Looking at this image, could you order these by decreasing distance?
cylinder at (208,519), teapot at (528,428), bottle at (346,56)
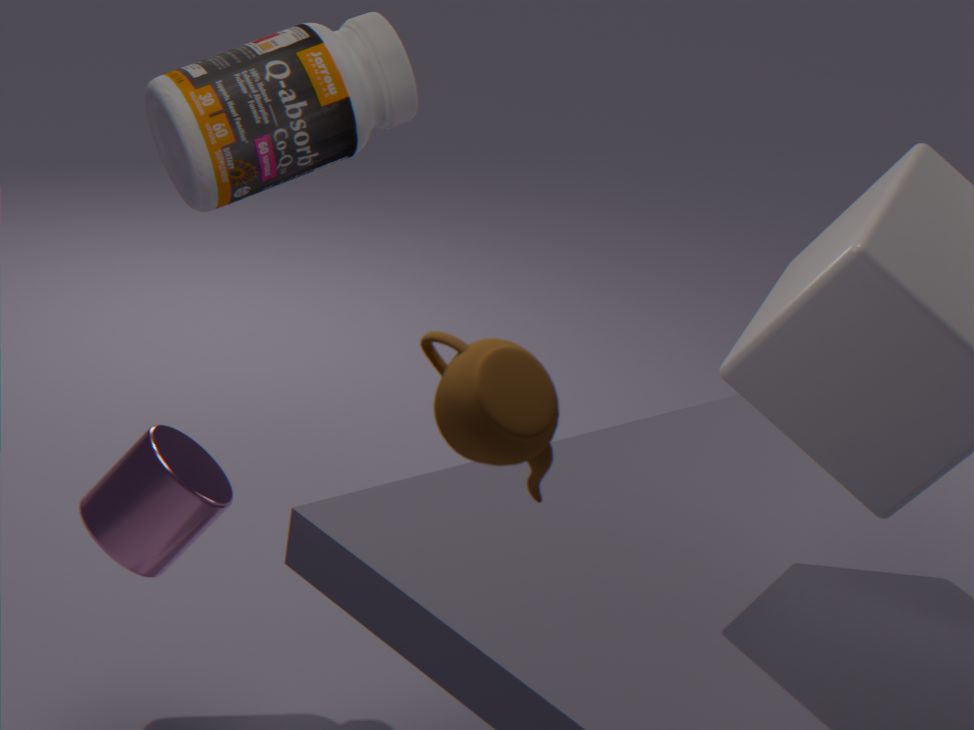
bottle at (346,56) < cylinder at (208,519) < teapot at (528,428)
